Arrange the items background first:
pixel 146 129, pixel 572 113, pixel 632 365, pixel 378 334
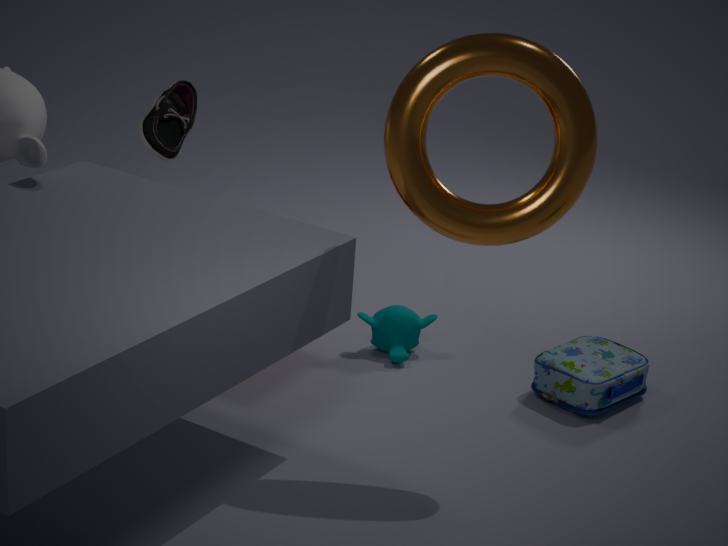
pixel 146 129
pixel 378 334
pixel 632 365
pixel 572 113
